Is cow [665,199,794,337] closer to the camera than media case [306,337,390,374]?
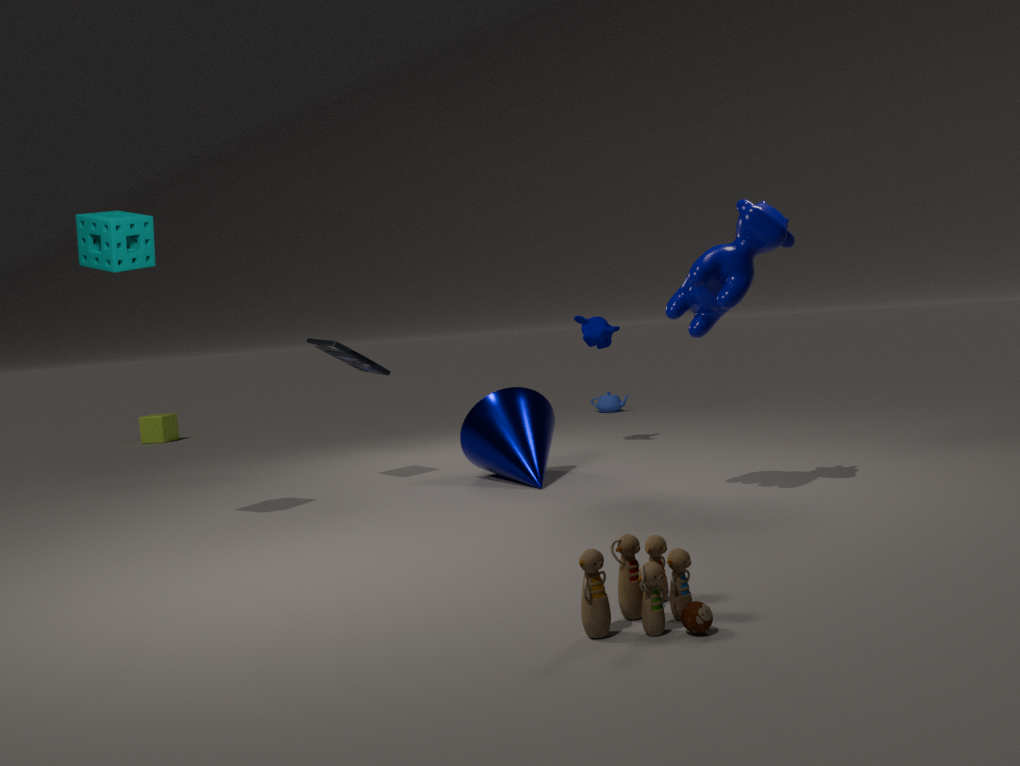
Yes
